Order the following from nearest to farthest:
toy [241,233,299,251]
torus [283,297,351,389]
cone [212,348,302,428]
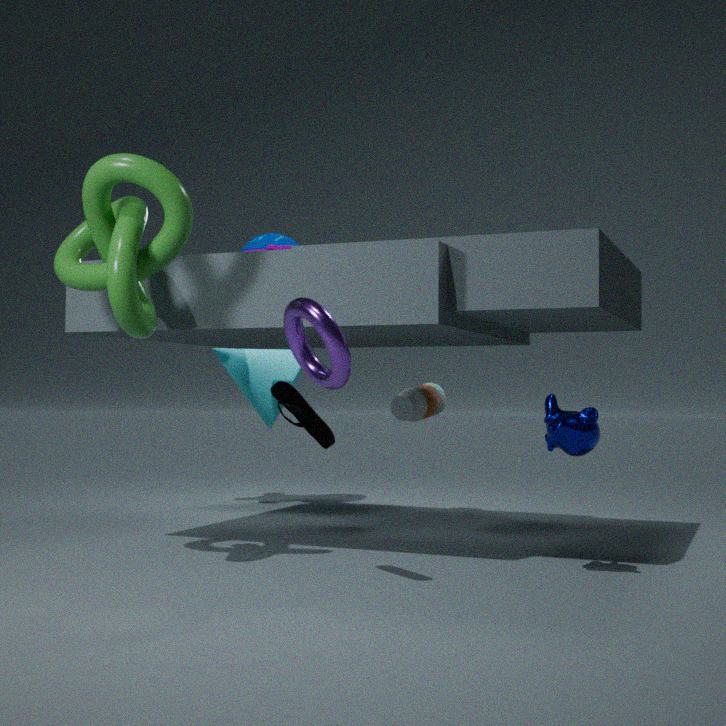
torus [283,297,351,389] < toy [241,233,299,251] < cone [212,348,302,428]
